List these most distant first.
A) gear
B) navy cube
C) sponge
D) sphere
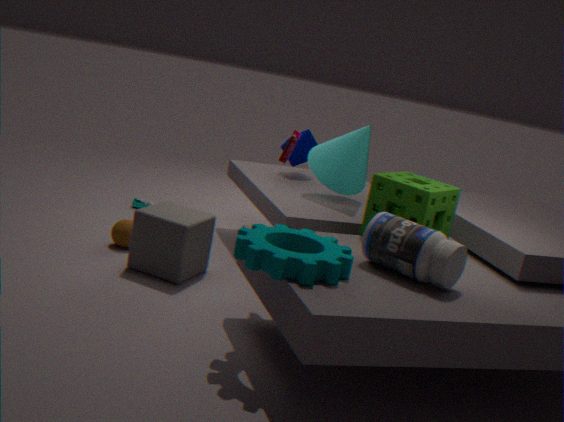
1. navy cube
2. sphere
3. sponge
4. gear
